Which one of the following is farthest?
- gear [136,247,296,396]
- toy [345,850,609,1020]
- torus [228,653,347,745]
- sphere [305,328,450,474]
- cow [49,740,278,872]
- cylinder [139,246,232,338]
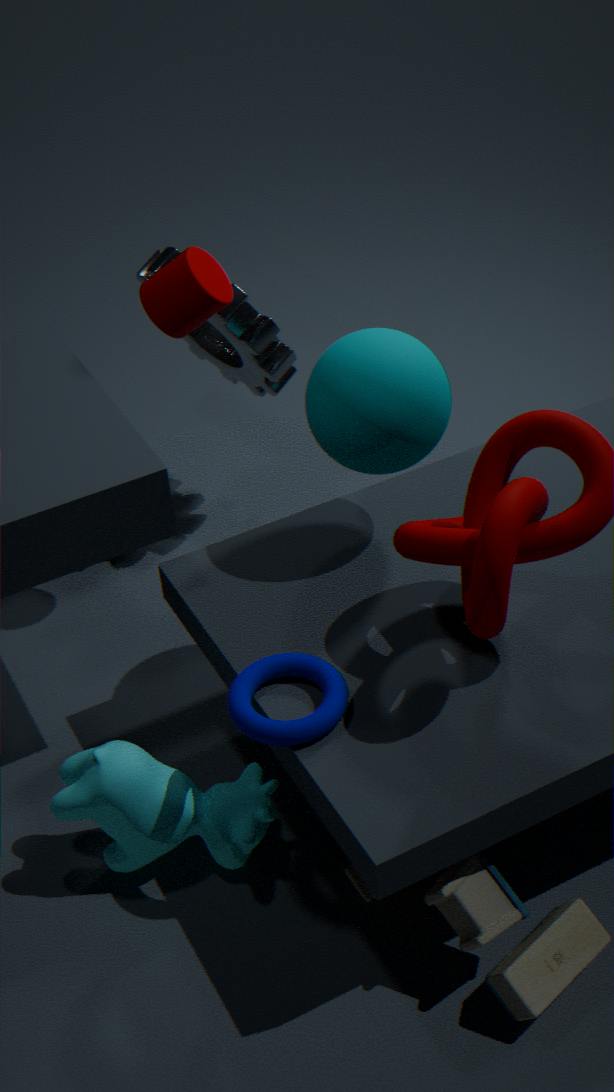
gear [136,247,296,396]
